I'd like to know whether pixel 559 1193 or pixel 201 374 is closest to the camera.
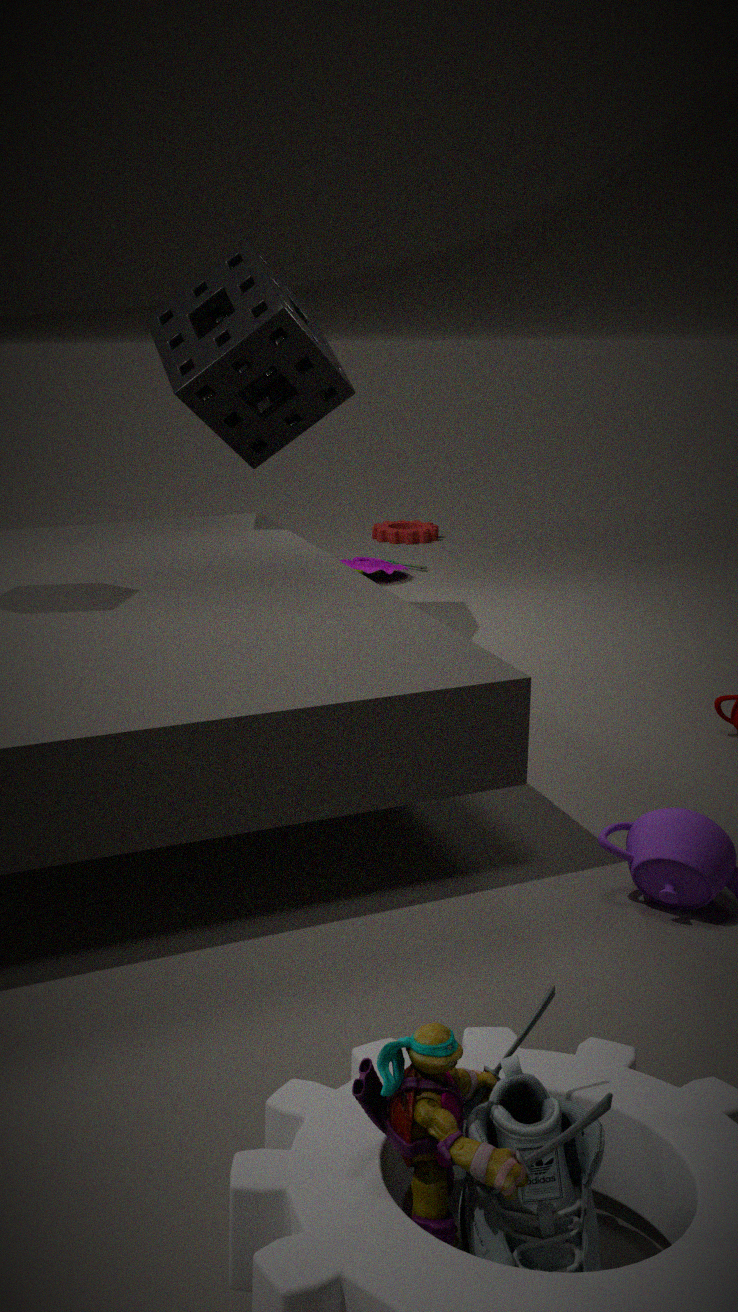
pixel 559 1193
